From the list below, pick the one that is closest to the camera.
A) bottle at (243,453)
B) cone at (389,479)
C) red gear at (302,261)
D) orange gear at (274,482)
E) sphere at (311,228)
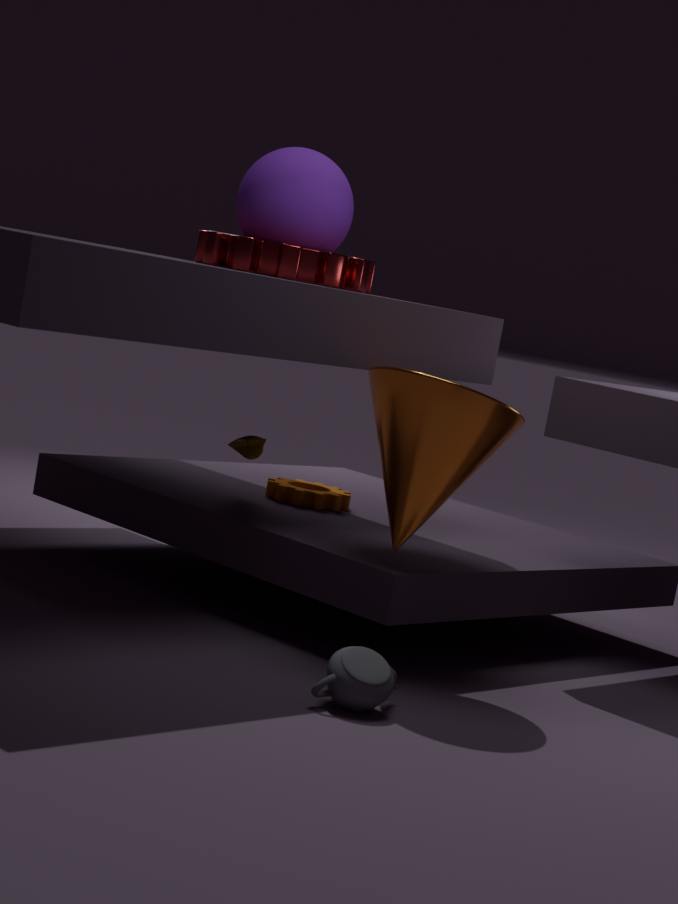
cone at (389,479)
